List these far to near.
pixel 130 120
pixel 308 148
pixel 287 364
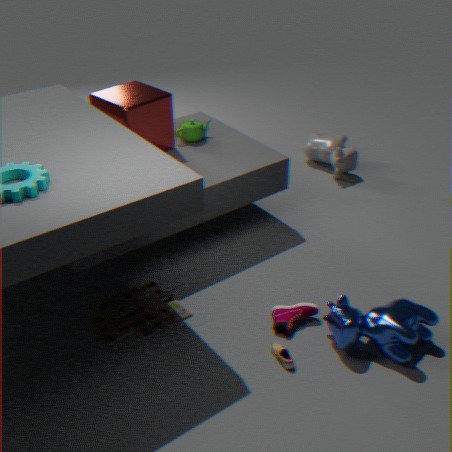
pixel 308 148 < pixel 130 120 < pixel 287 364
